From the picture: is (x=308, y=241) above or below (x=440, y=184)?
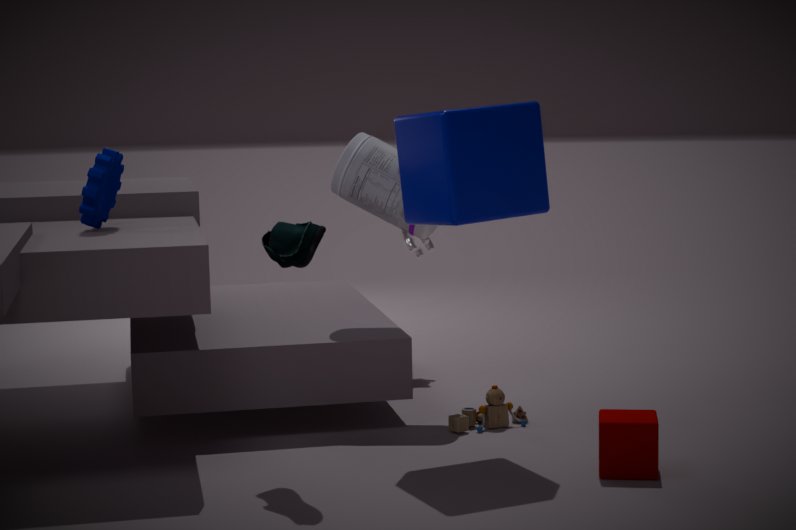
below
